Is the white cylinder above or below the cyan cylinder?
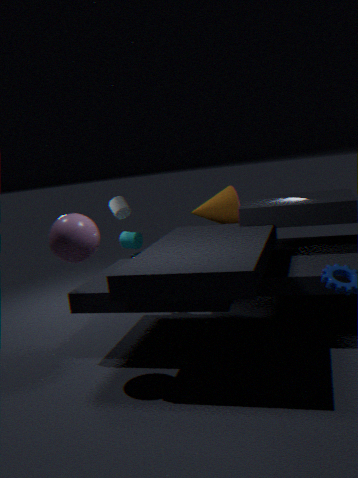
above
